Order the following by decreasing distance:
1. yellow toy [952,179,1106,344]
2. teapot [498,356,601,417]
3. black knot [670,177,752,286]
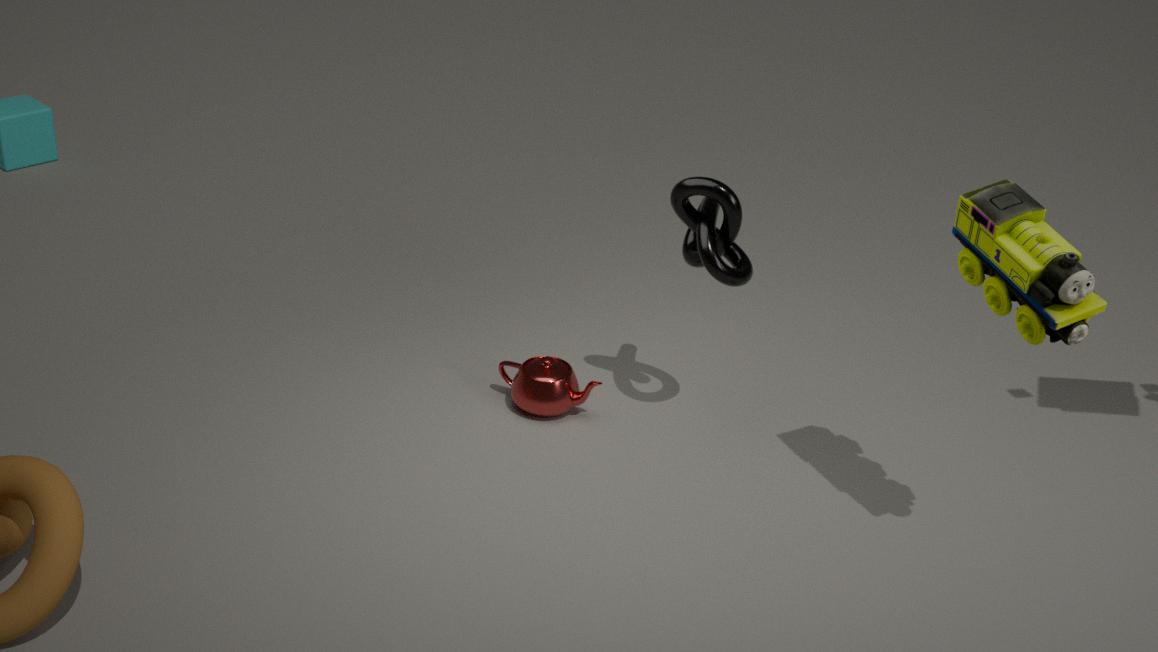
teapot [498,356,601,417] < black knot [670,177,752,286] < yellow toy [952,179,1106,344]
